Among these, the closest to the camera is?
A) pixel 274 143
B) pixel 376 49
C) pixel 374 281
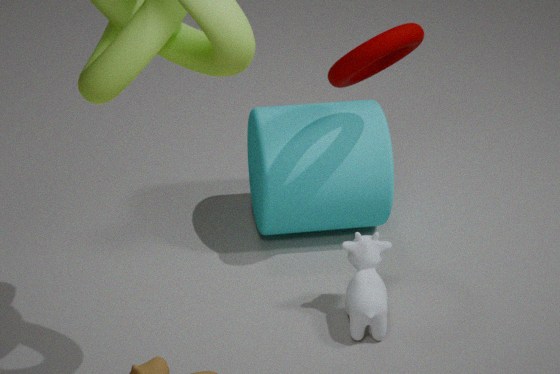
pixel 376 49
